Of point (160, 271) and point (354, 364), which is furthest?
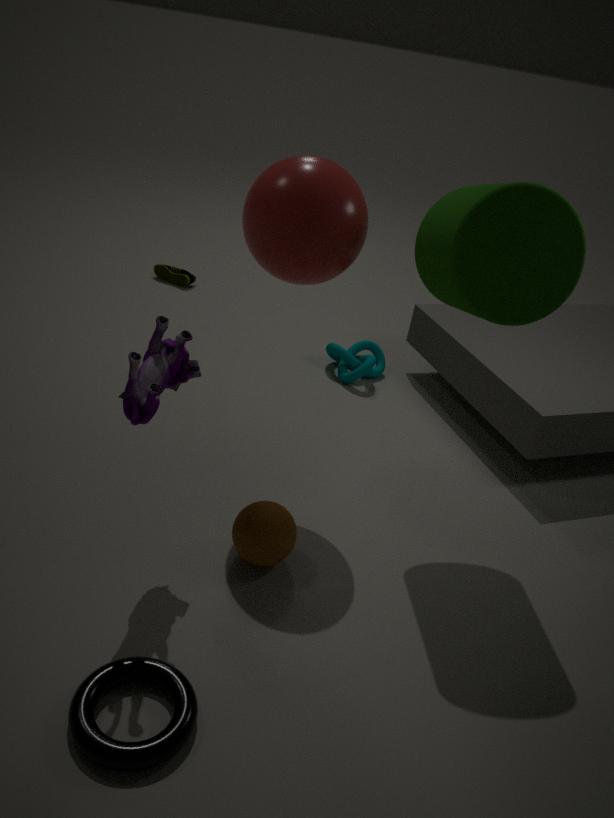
point (160, 271)
